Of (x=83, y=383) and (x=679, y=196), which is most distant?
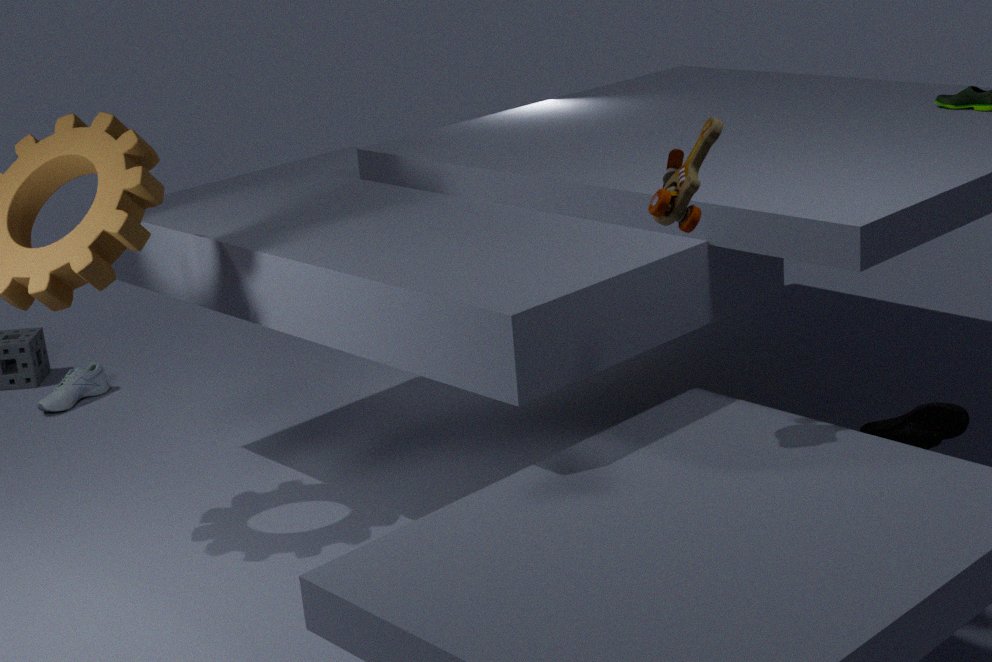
(x=83, y=383)
